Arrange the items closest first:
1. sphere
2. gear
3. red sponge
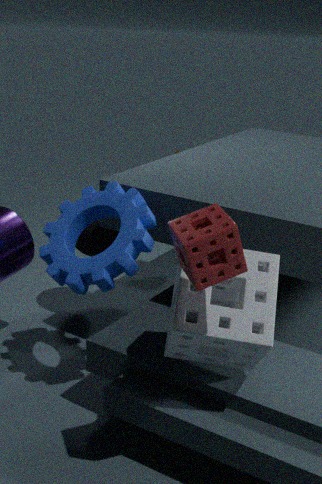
1. red sponge
2. gear
3. sphere
